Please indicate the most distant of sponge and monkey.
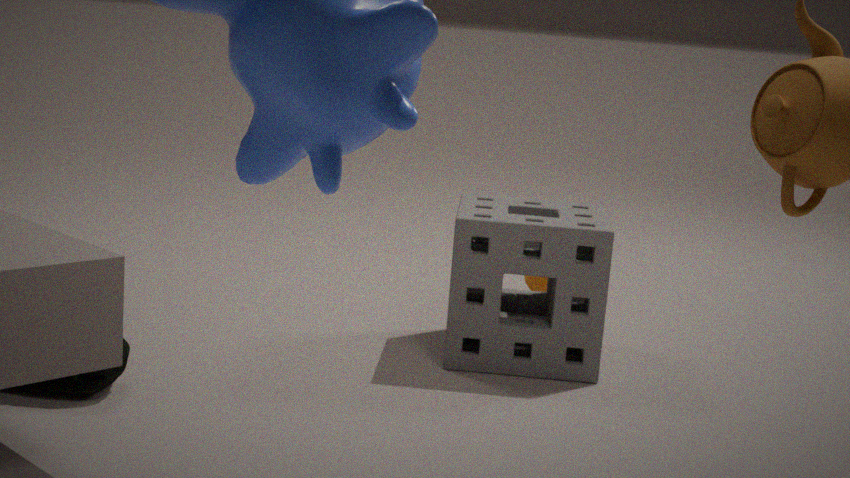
monkey
